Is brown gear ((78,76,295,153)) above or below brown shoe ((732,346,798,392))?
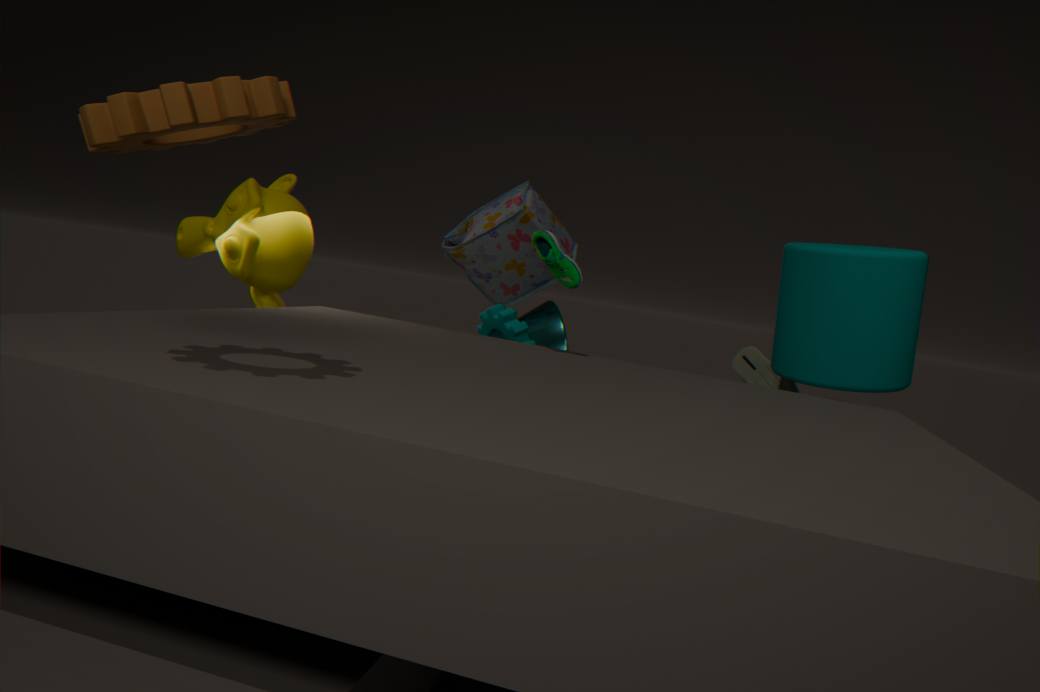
above
